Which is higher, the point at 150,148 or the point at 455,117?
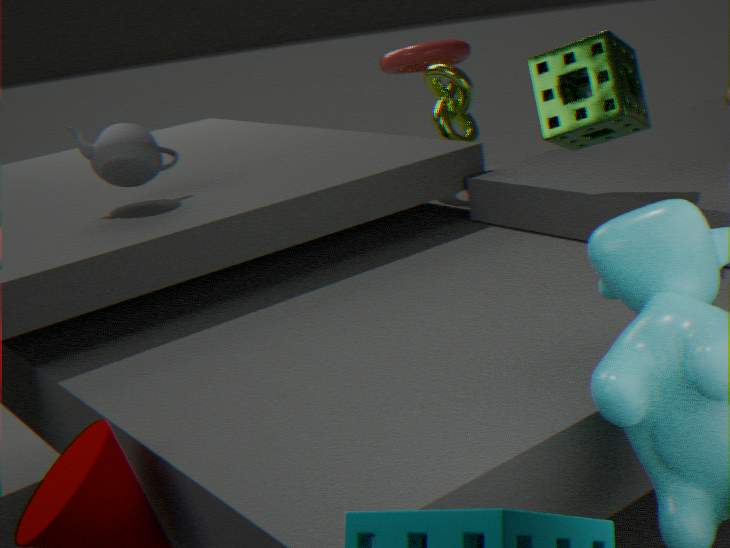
the point at 150,148
